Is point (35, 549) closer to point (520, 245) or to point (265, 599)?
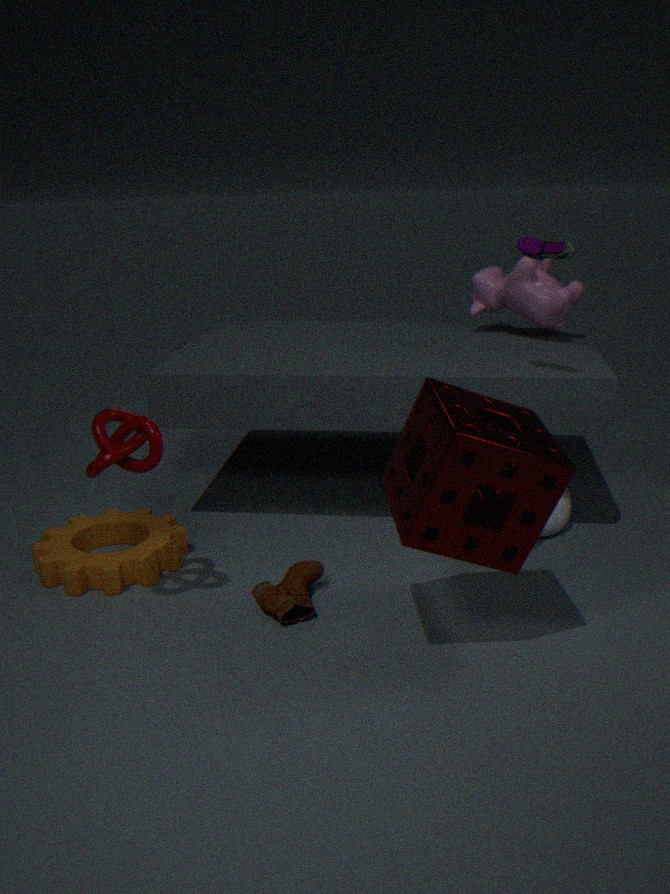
point (265, 599)
